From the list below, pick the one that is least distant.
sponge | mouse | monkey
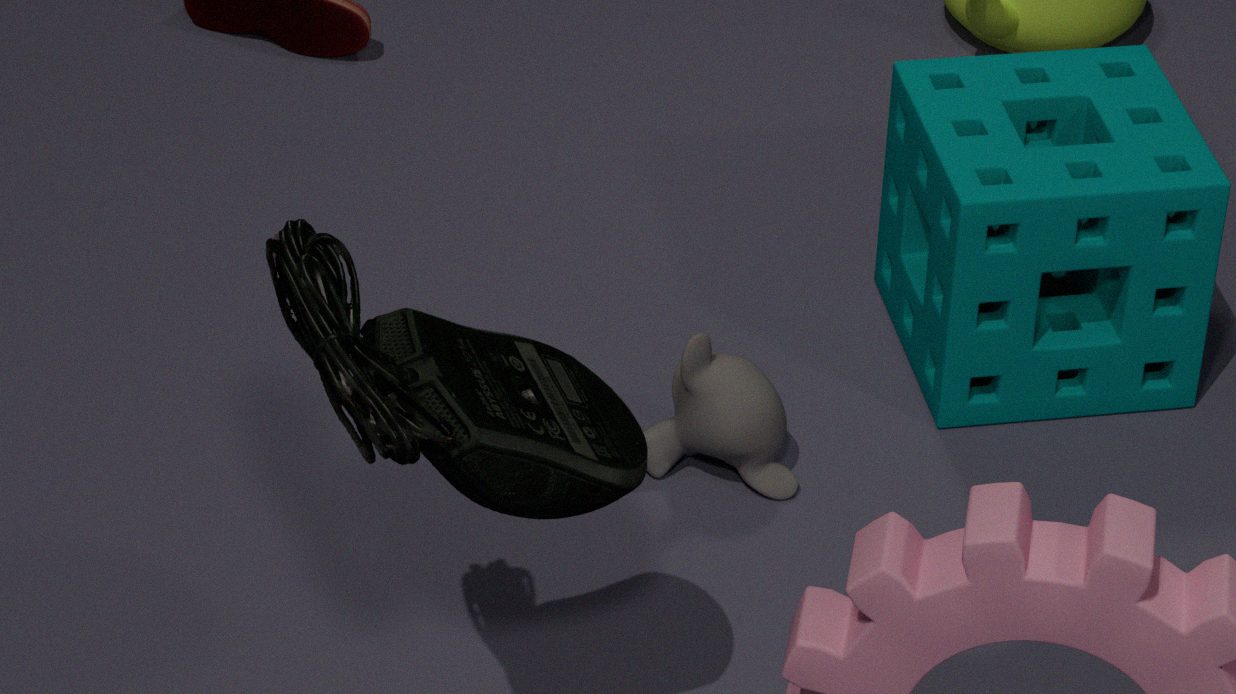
mouse
